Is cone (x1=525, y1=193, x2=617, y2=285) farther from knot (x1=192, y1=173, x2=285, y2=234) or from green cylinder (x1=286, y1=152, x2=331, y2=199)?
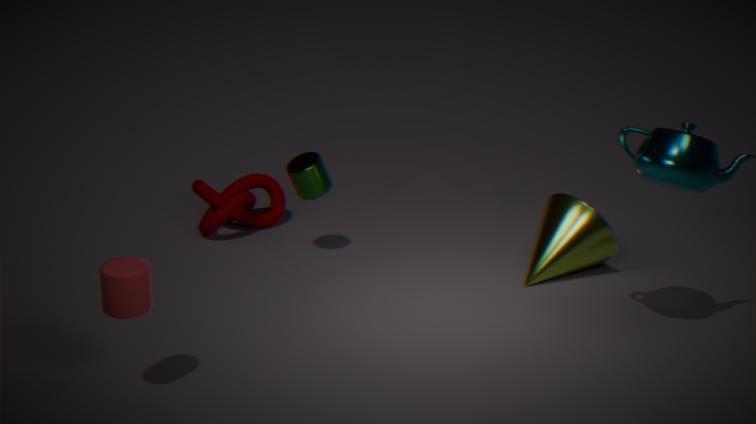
knot (x1=192, y1=173, x2=285, y2=234)
